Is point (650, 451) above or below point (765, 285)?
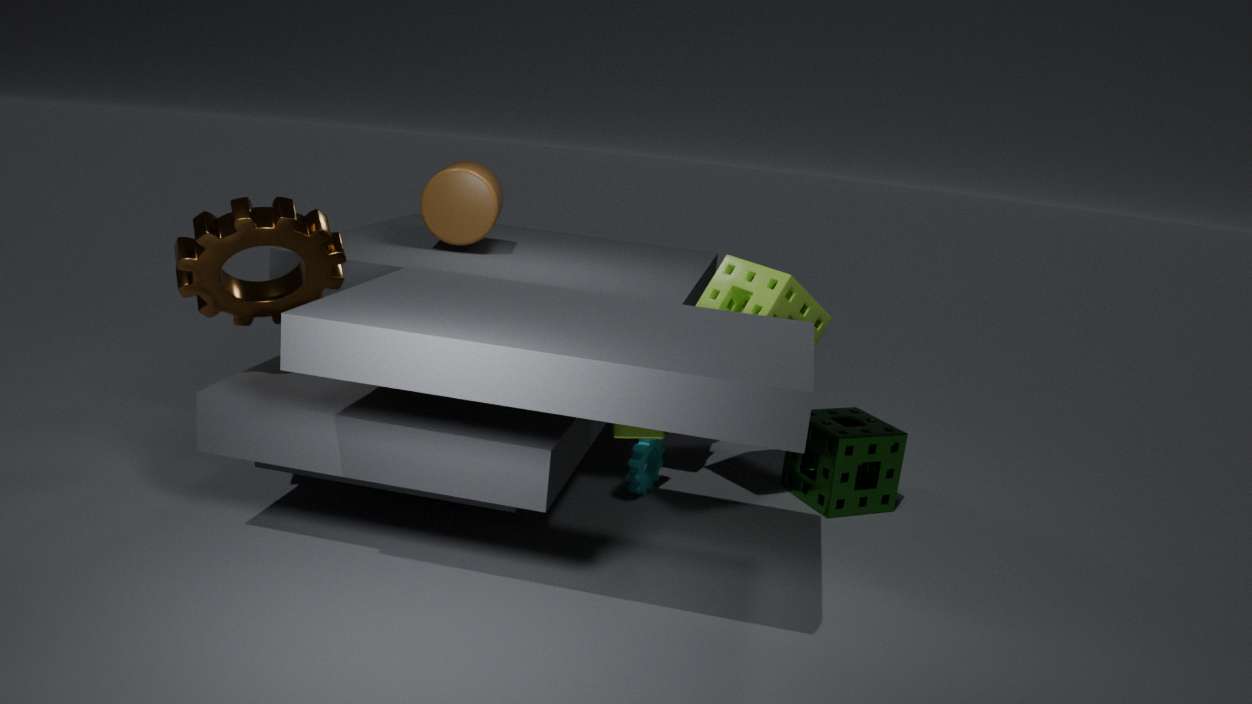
below
